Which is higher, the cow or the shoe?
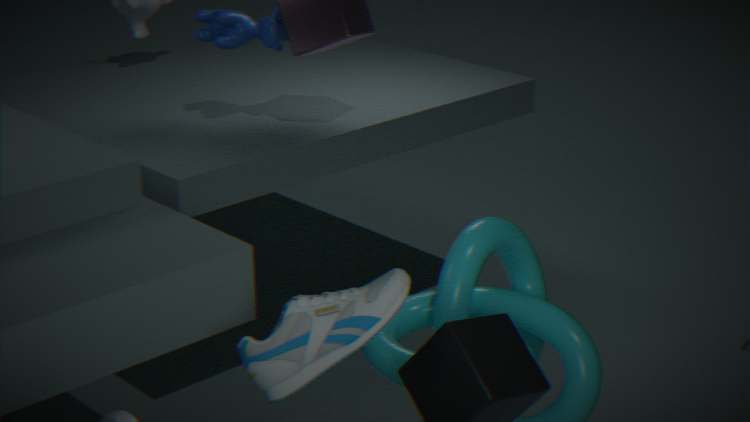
the cow
